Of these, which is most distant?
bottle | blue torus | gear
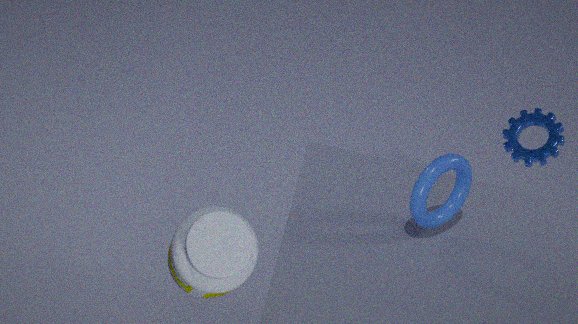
gear
